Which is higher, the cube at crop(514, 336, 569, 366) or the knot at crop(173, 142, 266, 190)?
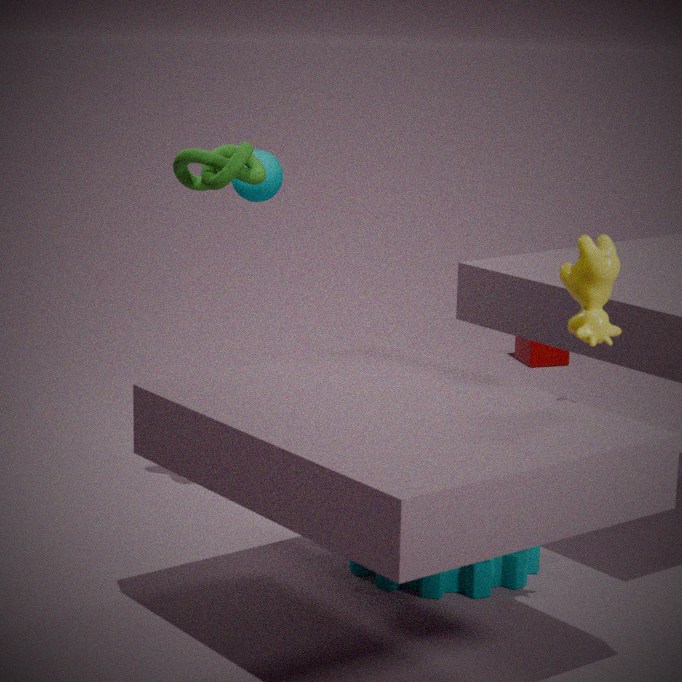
the knot at crop(173, 142, 266, 190)
